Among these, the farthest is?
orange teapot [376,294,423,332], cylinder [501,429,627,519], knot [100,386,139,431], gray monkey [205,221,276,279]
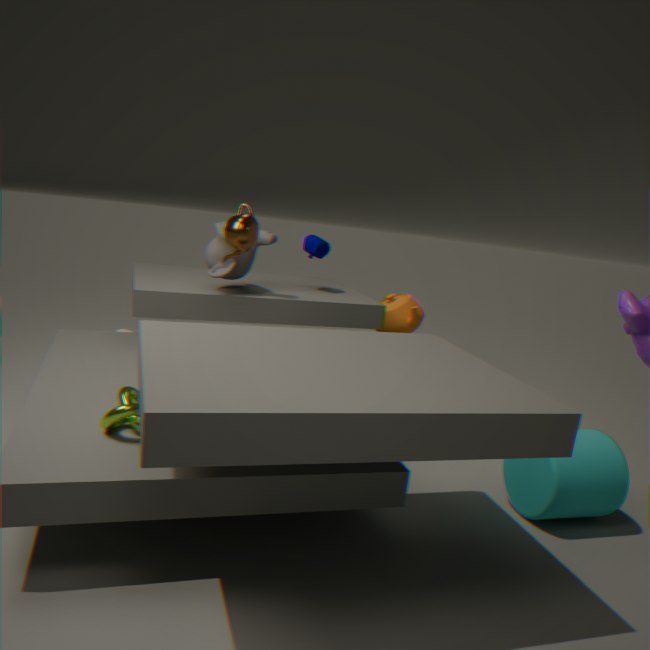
orange teapot [376,294,423,332]
